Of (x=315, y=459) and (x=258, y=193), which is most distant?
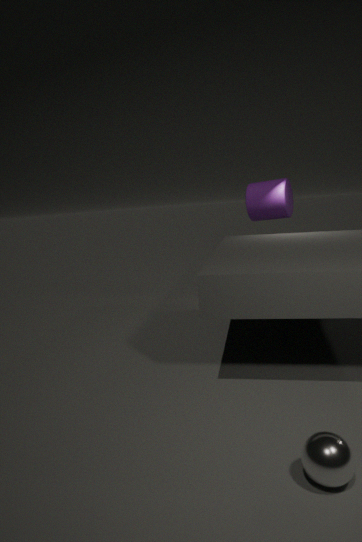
(x=258, y=193)
